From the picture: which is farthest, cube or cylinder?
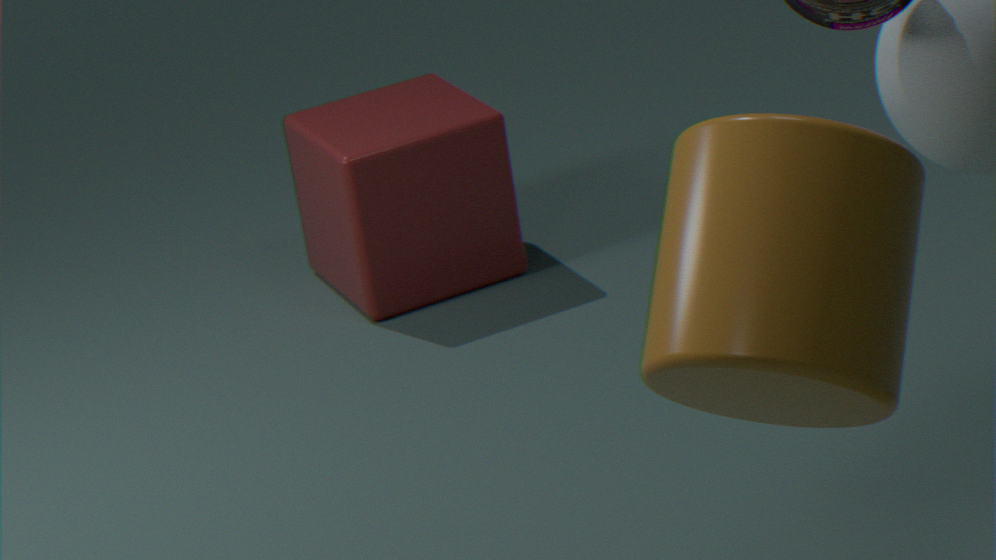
cube
